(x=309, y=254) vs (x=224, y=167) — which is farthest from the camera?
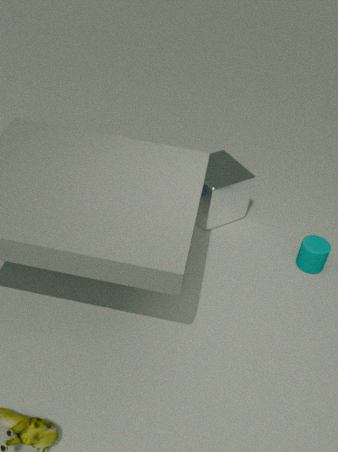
(x=224, y=167)
